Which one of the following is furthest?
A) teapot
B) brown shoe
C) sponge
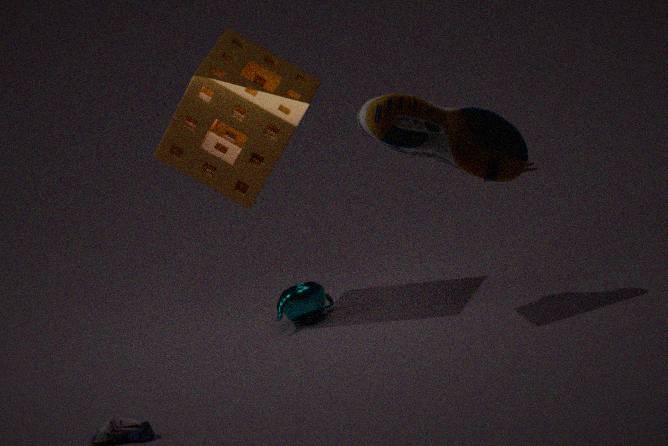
teapot
